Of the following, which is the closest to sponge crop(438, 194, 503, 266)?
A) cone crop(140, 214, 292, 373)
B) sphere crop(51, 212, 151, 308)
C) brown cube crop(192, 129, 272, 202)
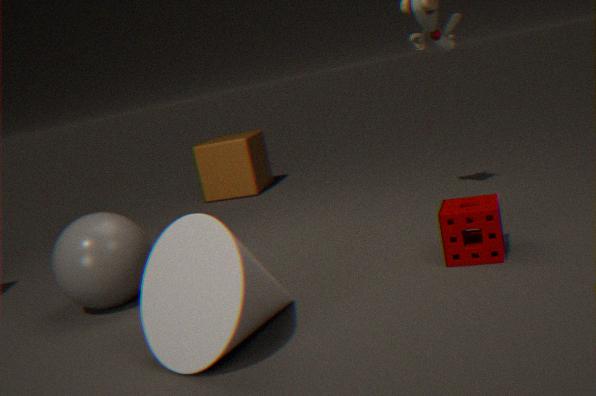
cone crop(140, 214, 292, 373)
